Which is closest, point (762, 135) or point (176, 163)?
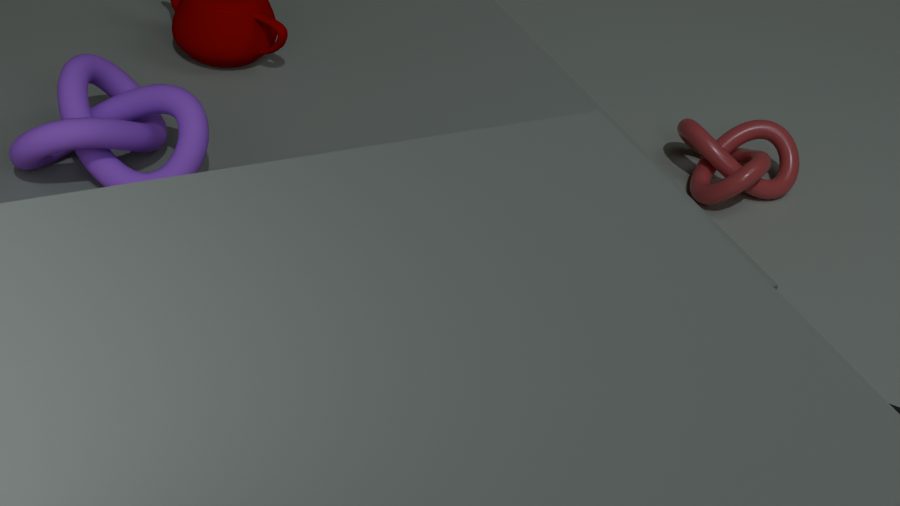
point (176, 163)
